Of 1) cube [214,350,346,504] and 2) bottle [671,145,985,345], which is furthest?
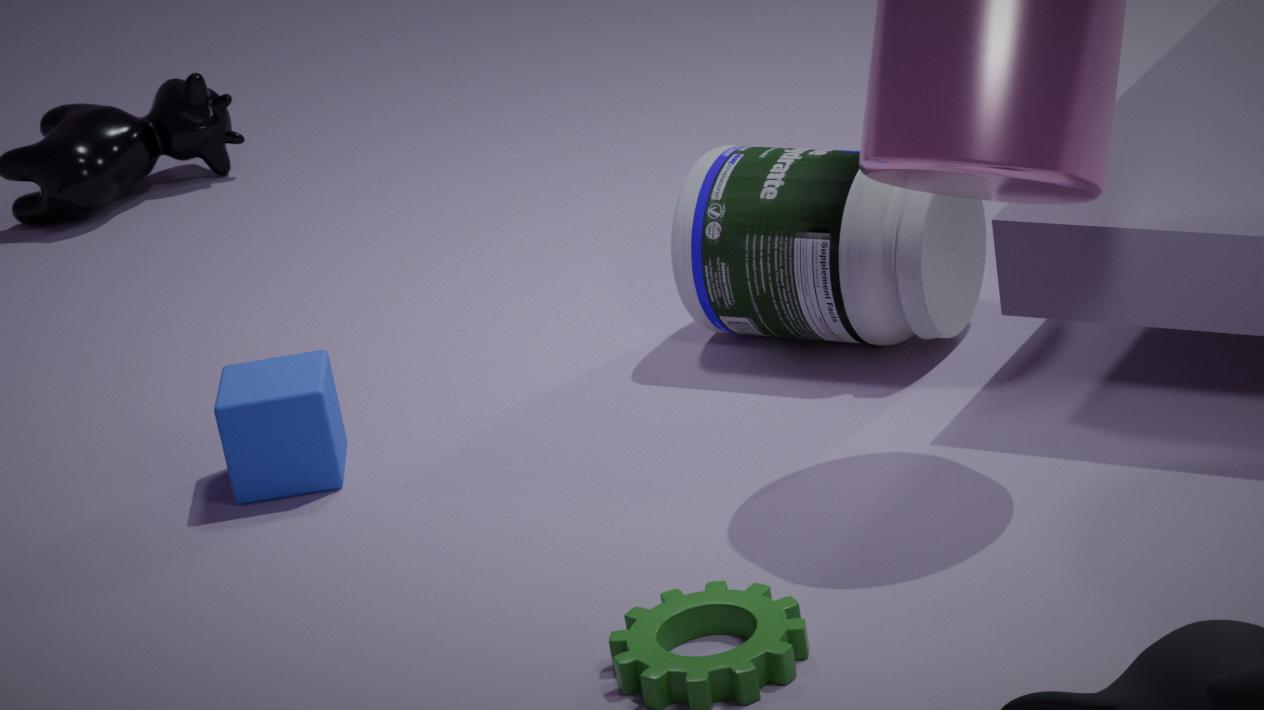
2. bottle [671,145,985,345]
